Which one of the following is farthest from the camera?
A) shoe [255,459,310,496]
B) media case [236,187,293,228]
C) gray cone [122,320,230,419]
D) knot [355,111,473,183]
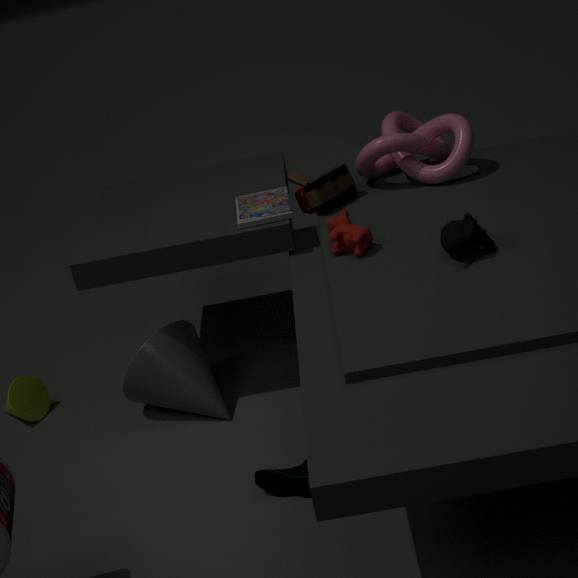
knot [355,111,473,183]
